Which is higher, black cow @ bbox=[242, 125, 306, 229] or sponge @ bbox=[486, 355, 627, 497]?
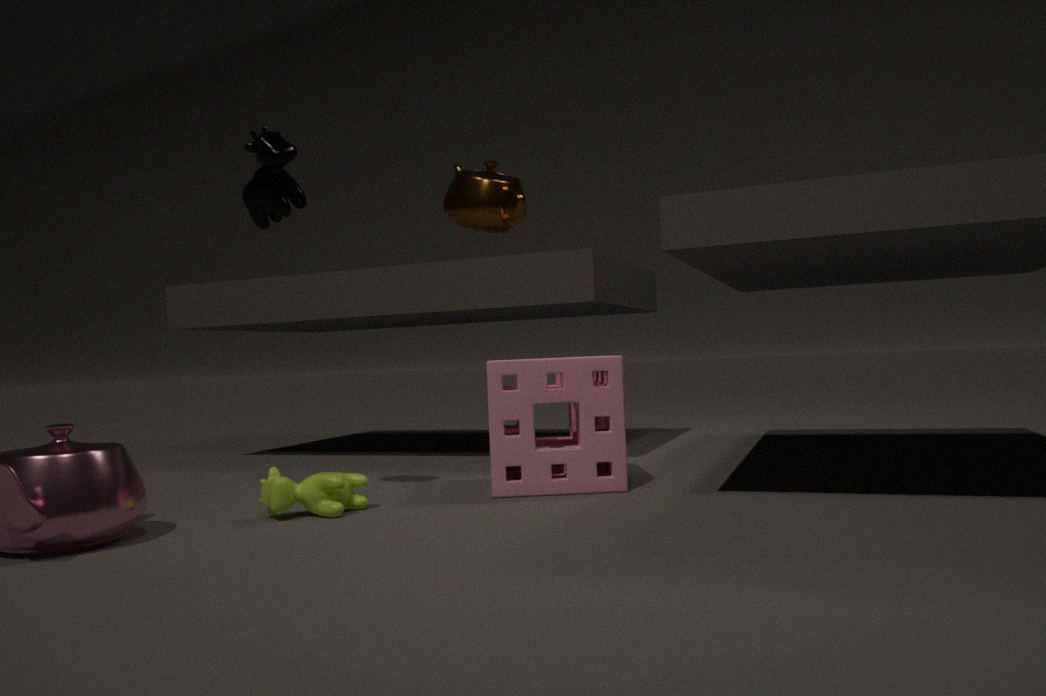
black cow @ bbox=[242, 125, 306, 229]
